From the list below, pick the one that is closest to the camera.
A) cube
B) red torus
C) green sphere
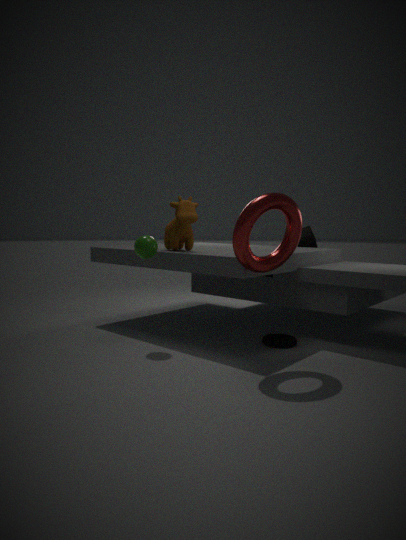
red torus
